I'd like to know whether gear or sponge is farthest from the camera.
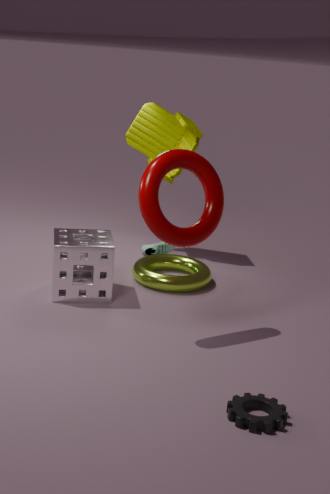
sponge
